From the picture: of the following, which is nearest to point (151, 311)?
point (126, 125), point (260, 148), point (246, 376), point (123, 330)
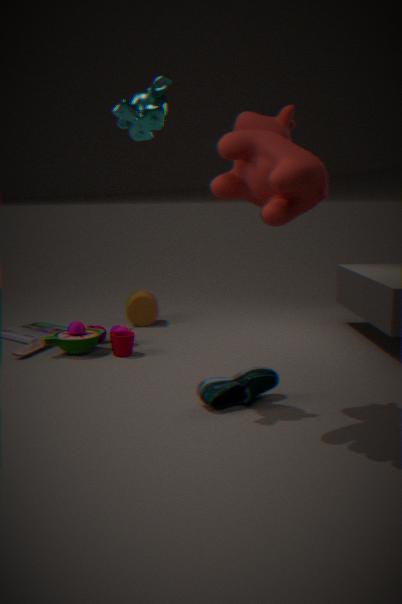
point (123, 330)
